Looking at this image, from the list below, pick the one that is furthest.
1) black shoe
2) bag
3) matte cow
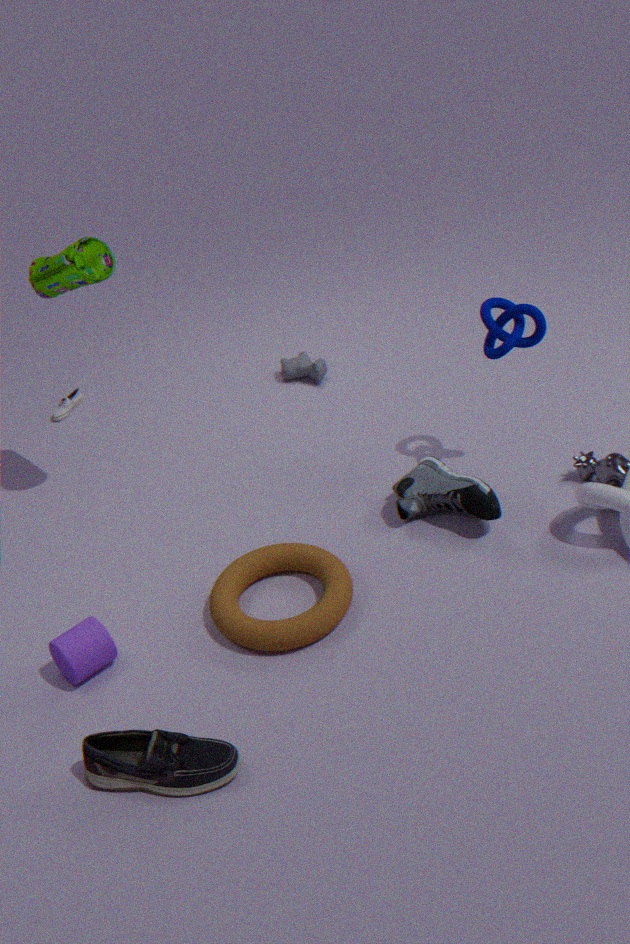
3. matte cow
